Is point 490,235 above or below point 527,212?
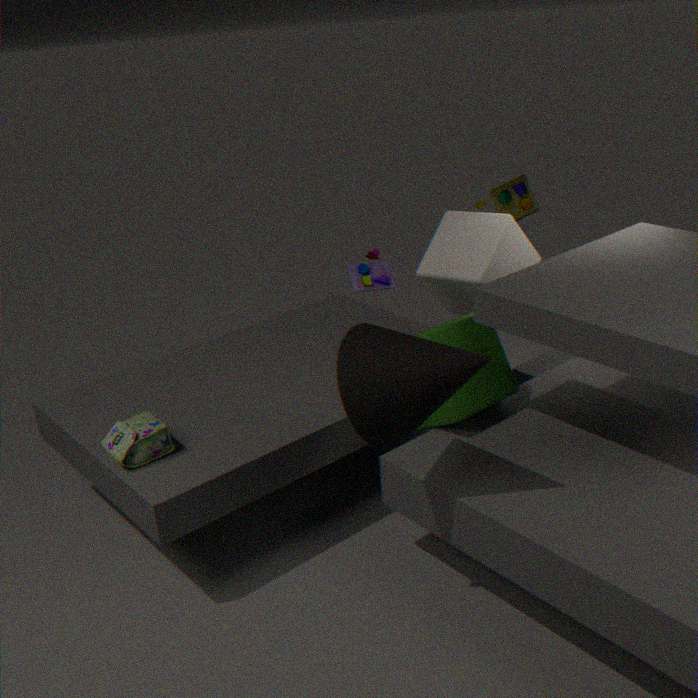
below
